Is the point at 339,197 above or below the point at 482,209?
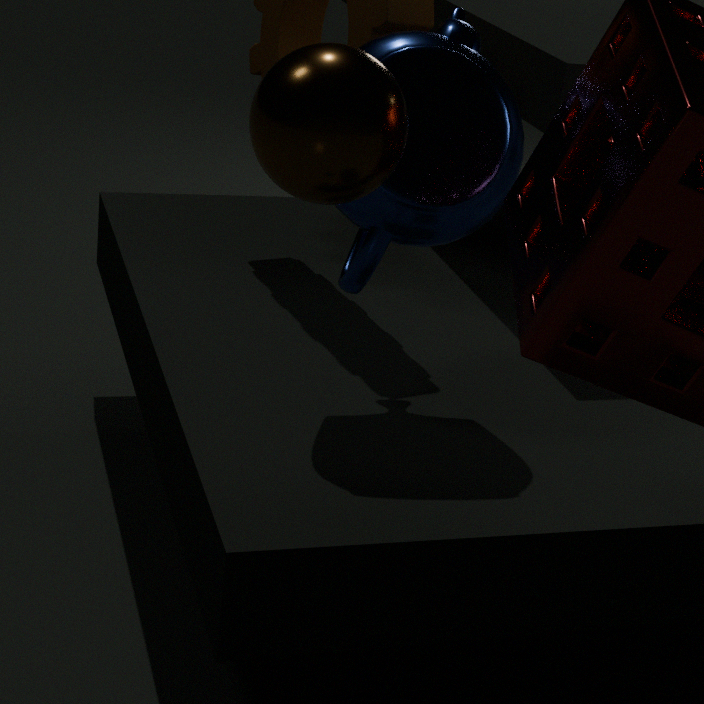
above
